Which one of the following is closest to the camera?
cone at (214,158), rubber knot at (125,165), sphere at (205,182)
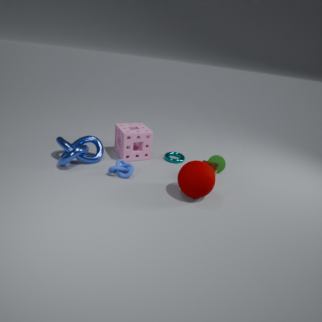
Result: sphere at (205,182)
